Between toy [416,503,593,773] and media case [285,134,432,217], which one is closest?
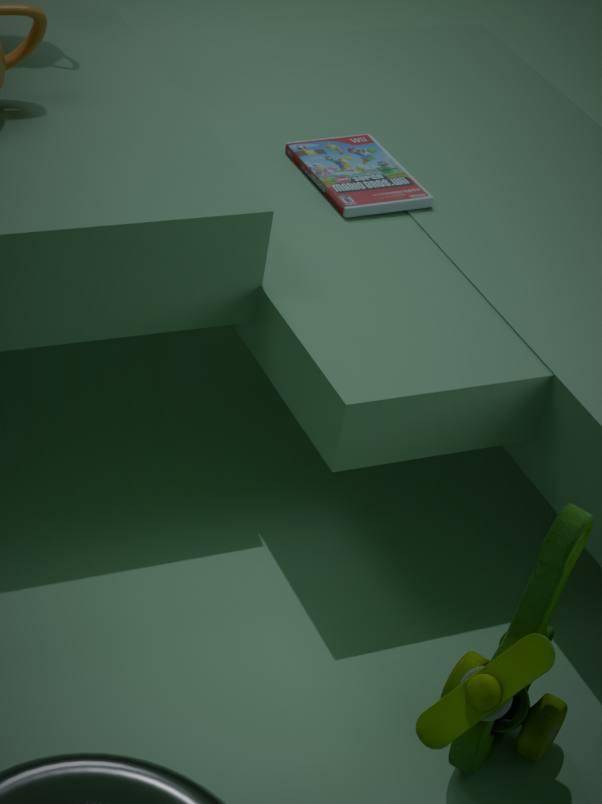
toy [416,503,593,773]
